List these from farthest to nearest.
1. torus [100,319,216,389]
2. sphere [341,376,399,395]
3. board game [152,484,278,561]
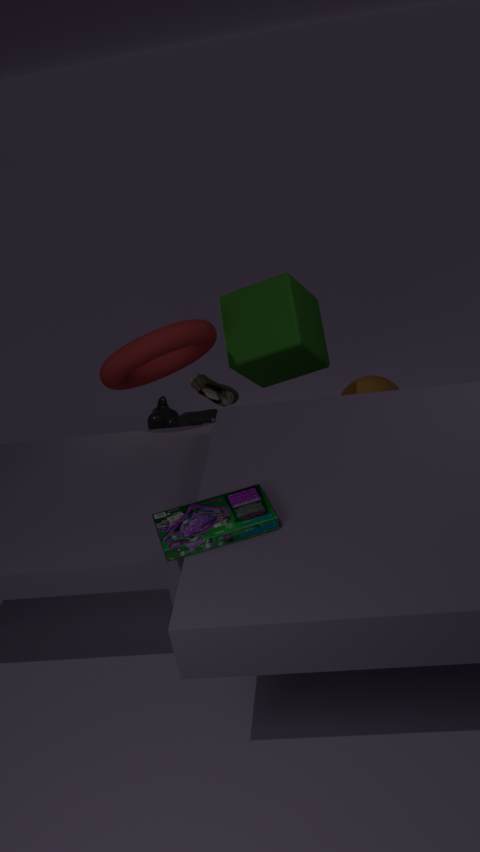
sphere [341,376,399,395] < torus [100,319,216,389] < board game [152,484,278,561]
